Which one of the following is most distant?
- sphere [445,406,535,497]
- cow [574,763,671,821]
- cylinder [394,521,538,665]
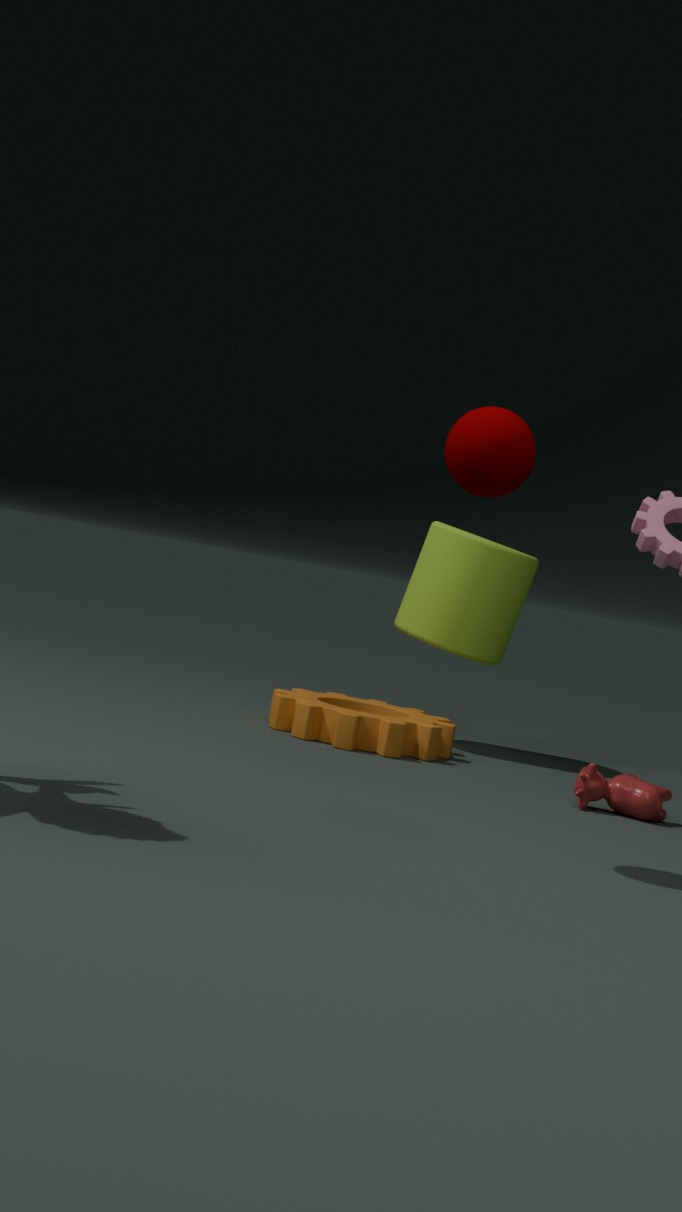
cylinder [394,521,538,665]
